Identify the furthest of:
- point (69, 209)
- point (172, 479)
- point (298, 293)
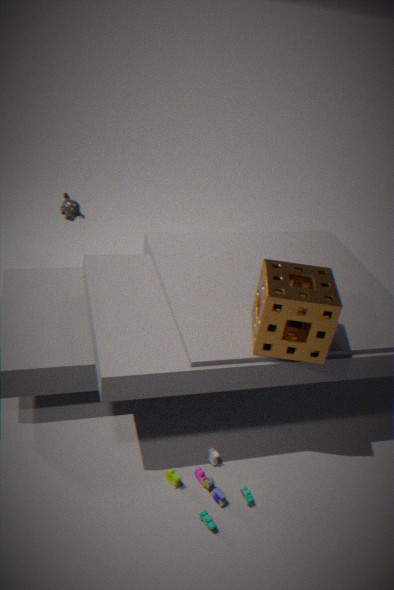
point (69, 209)
